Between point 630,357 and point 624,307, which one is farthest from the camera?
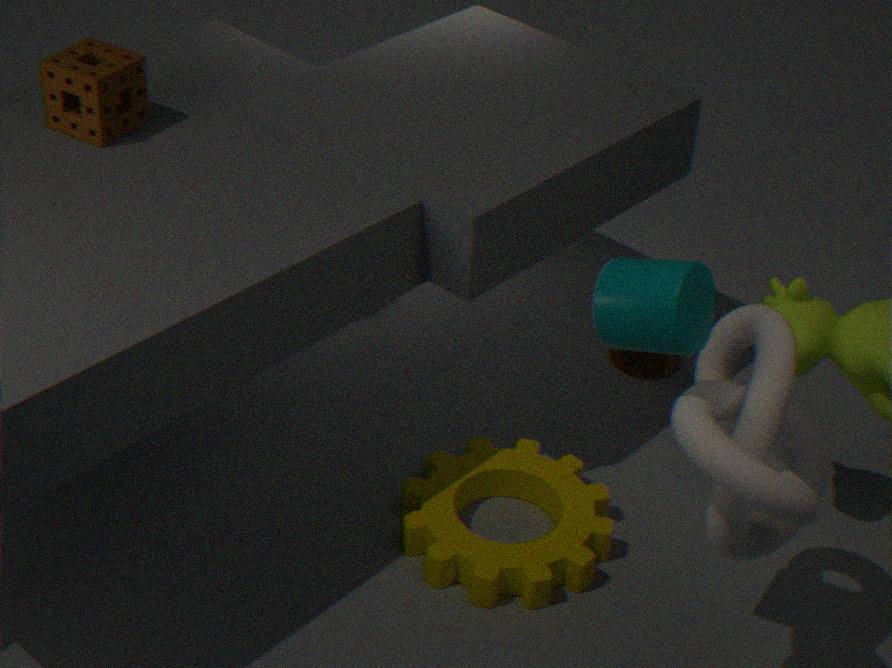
point 630,357
